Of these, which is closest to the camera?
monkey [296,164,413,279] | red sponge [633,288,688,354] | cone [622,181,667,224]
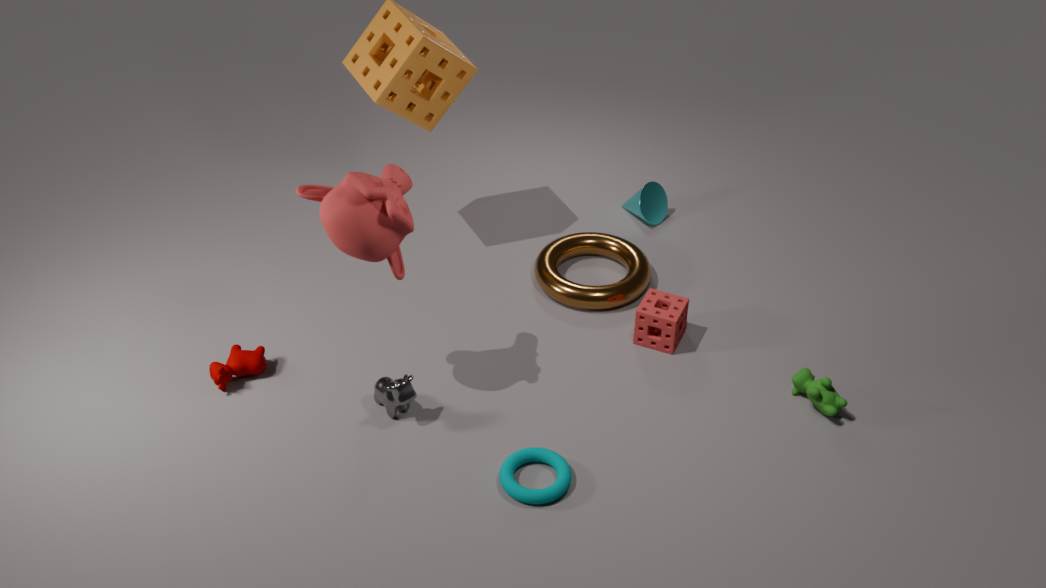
monkey [296,164,413,279]
